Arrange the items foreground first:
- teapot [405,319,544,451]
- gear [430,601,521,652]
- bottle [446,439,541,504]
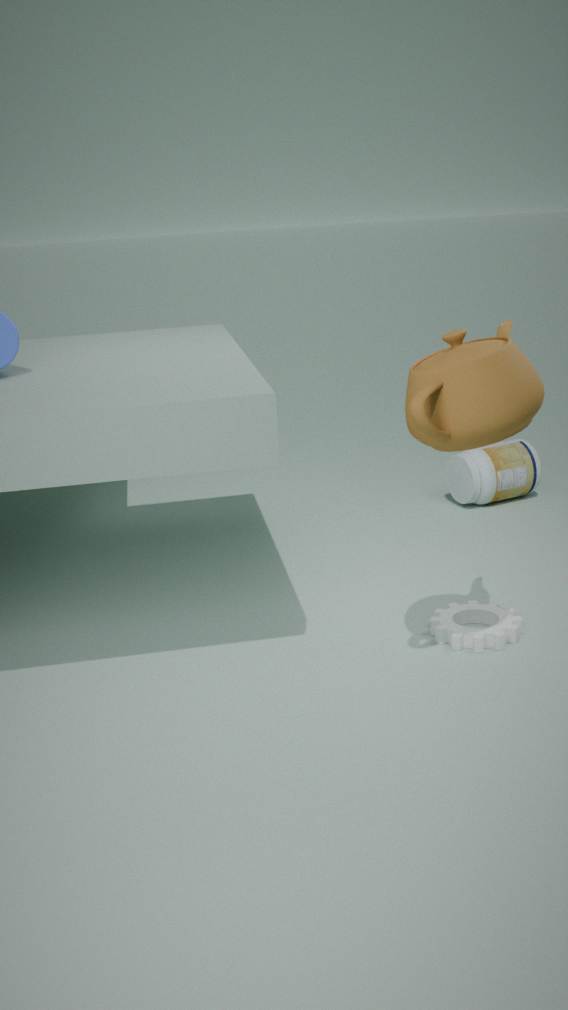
teapot [405,319,544,451], gear [430,601,521,652], bottle [446,439,541,504]
